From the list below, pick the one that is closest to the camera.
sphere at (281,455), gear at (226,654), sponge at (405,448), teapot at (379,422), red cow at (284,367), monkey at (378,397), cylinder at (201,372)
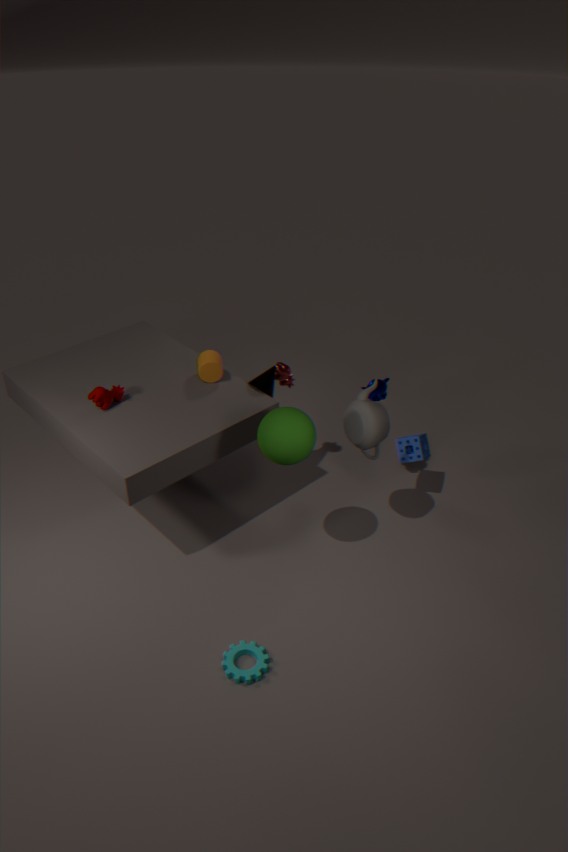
gear at (226,654)
